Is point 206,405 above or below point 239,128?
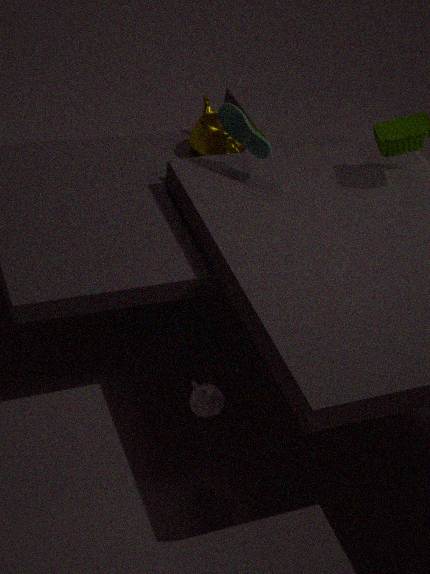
below
